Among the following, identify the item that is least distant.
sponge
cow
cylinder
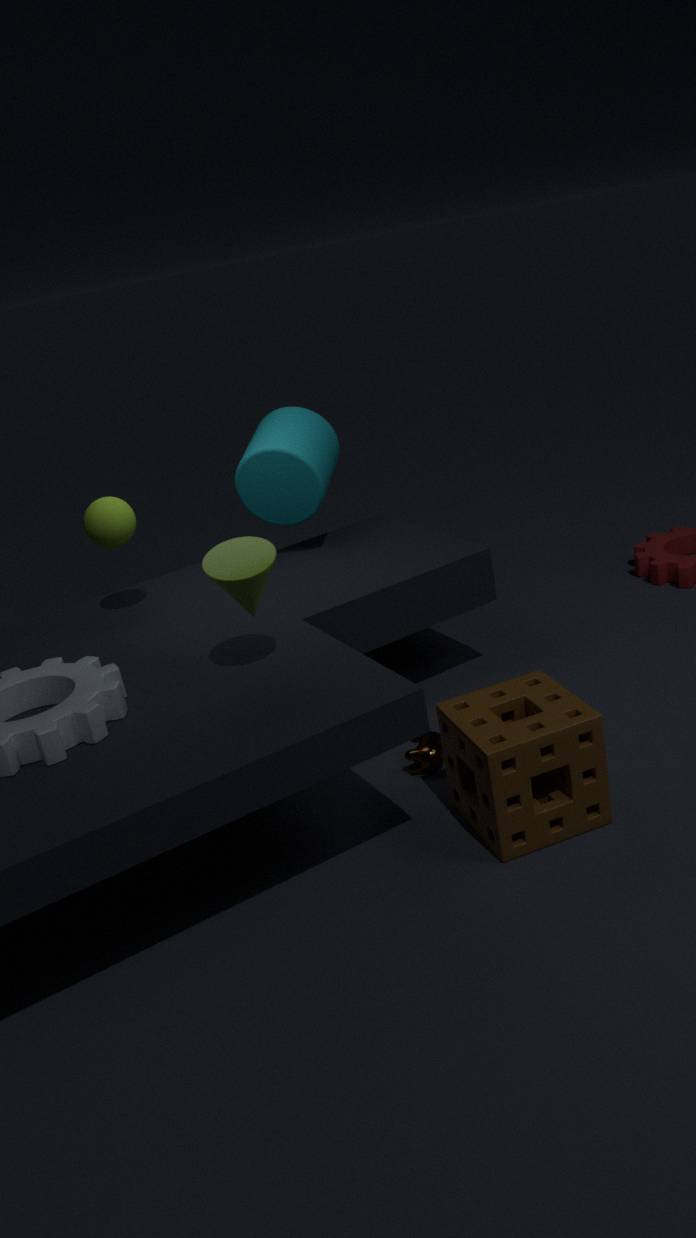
sponge
